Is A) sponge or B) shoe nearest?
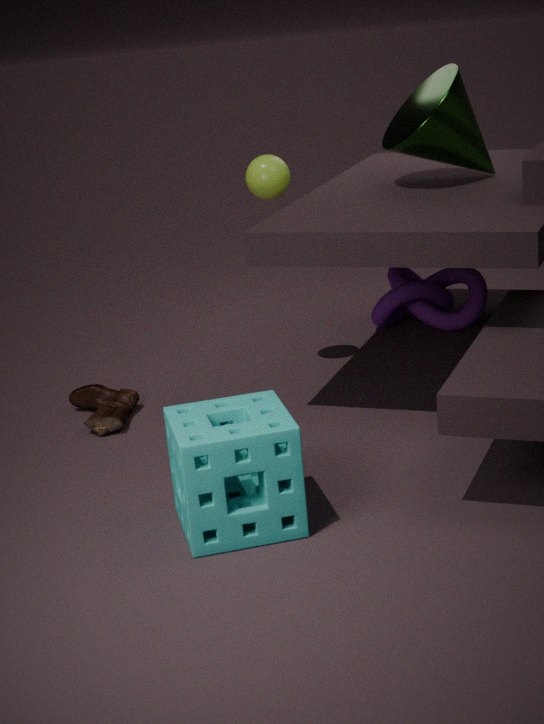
A. sponge
